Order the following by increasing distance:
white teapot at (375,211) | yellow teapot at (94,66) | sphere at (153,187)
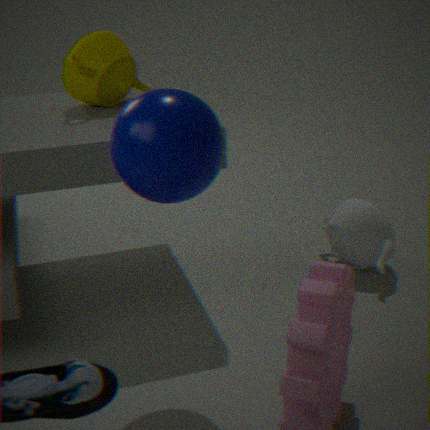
1. sphere at (153,187)
2. yellow teapot at (94,66)
3. white teapot at (375,211)
